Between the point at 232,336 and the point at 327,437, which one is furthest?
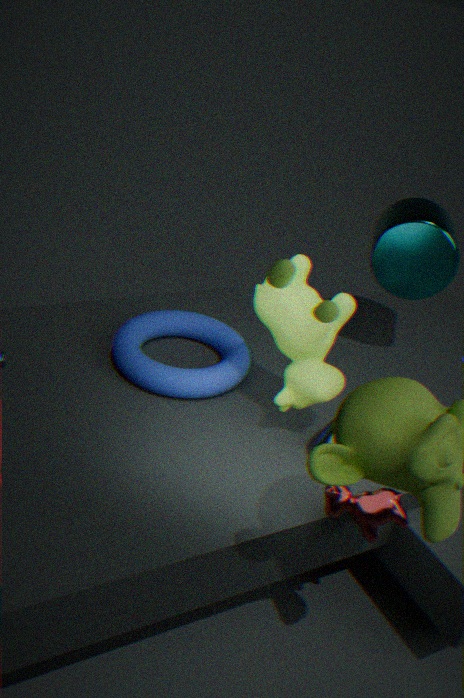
the point at 232,336
